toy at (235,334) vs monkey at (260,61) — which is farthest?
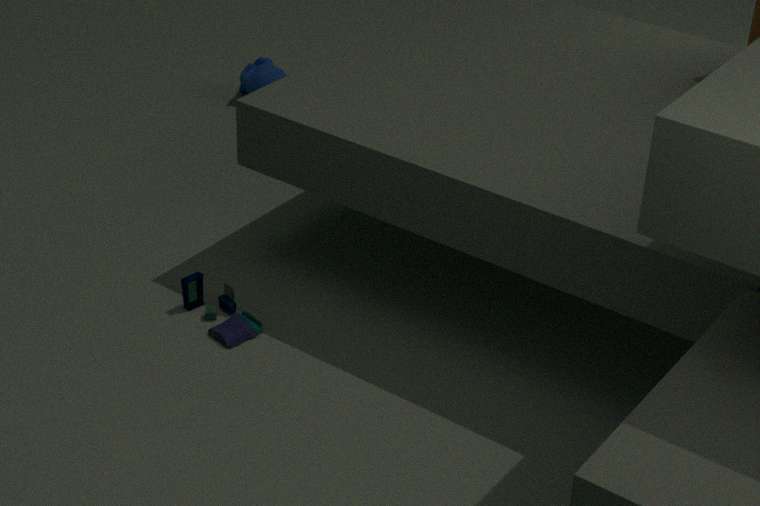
monkey at (260,61)
